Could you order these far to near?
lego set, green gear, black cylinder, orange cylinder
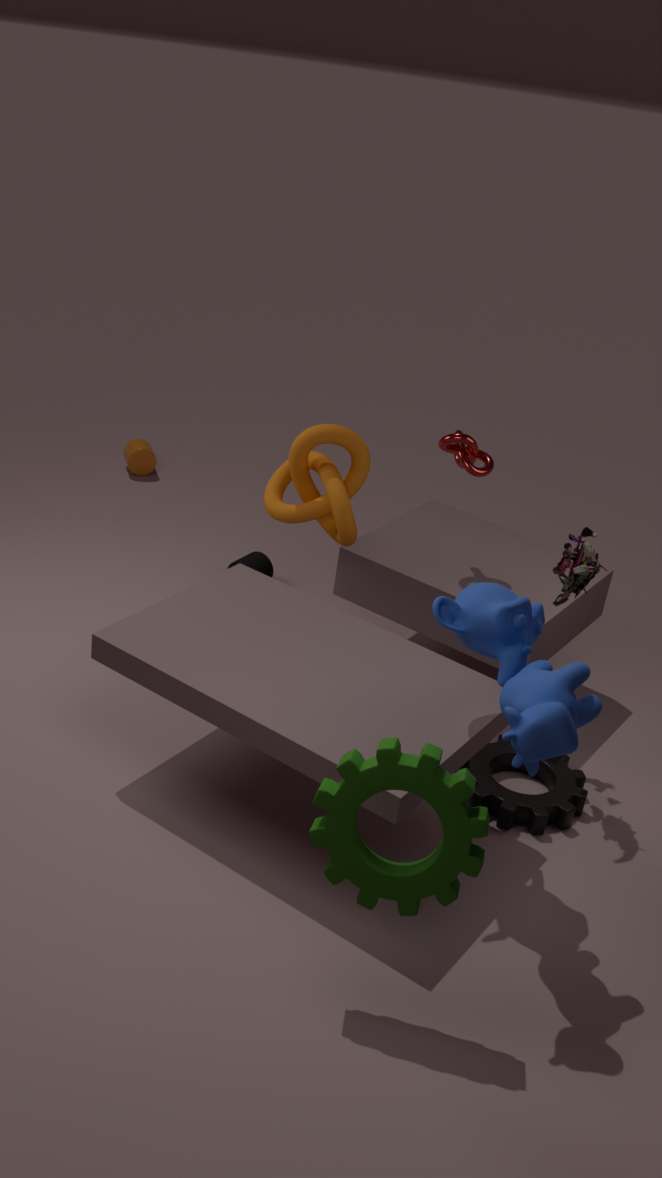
1. orange cylinder
2. black cylinder
3. lego set
4. green gear
